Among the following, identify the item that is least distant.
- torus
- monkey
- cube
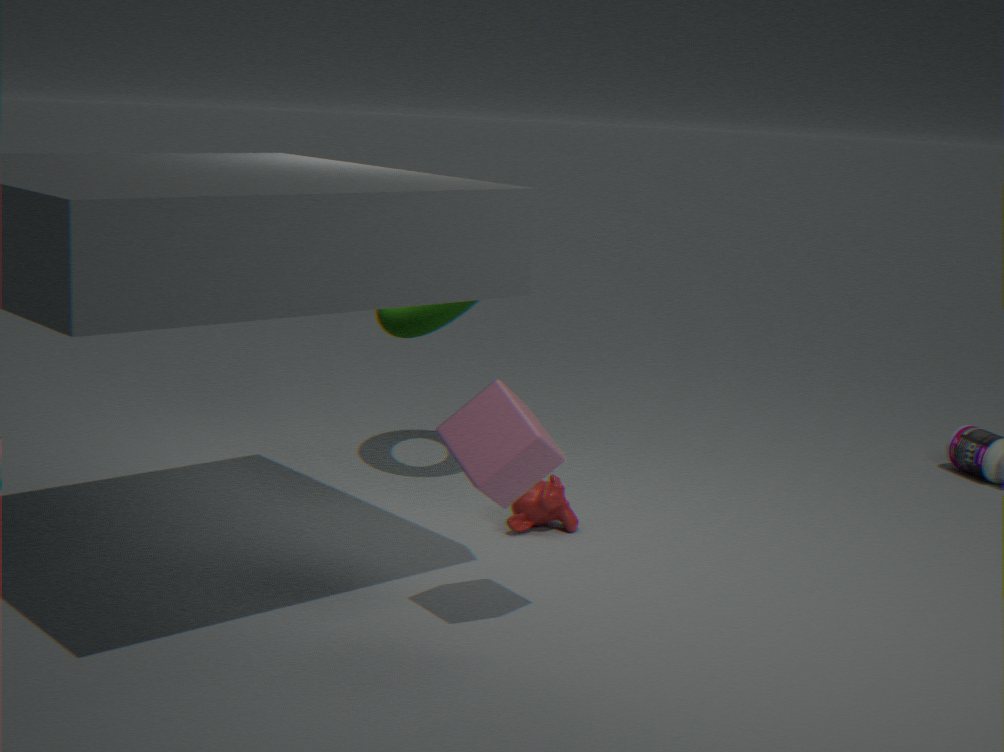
cube
